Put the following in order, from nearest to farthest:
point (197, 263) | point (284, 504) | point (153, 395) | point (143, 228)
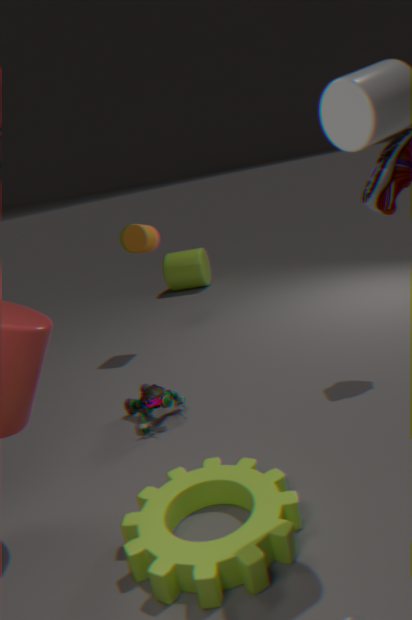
point (284, 504)
point (153, 395)
point (143, 228)
point (197, 263)
